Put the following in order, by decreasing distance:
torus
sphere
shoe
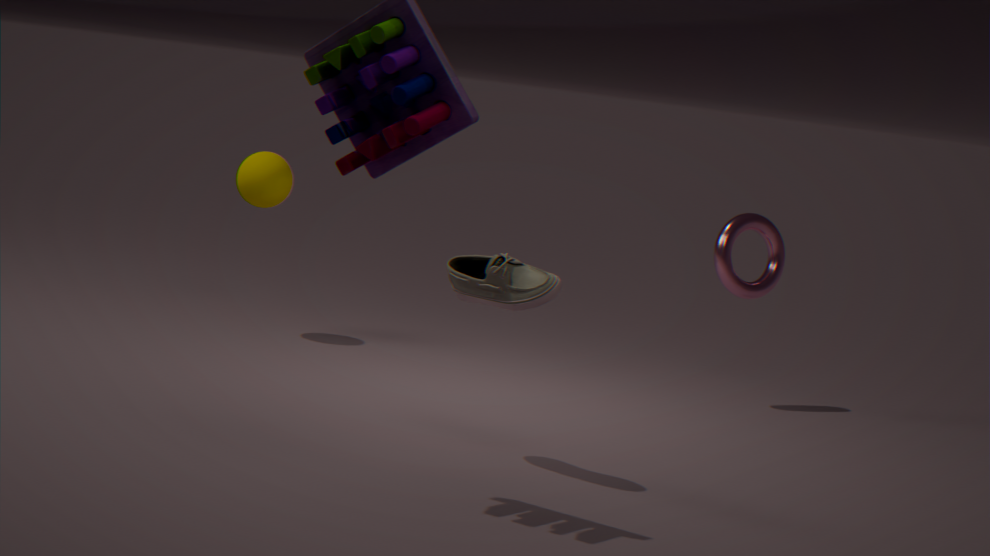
sphere → torus → shoe
